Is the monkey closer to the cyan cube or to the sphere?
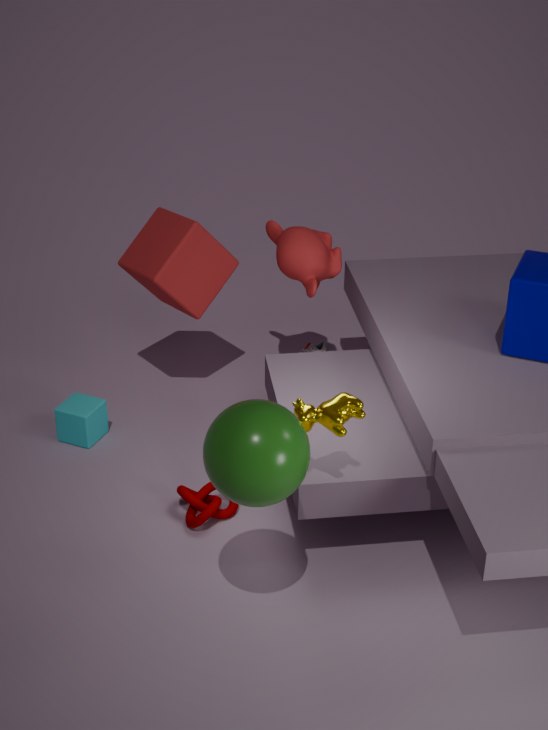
the cyan cube
